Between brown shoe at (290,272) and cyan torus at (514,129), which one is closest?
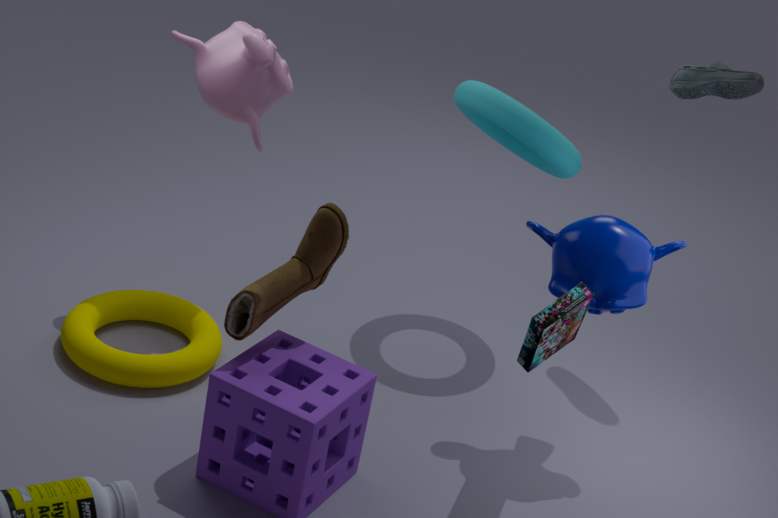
brown shoe at (290,272)
